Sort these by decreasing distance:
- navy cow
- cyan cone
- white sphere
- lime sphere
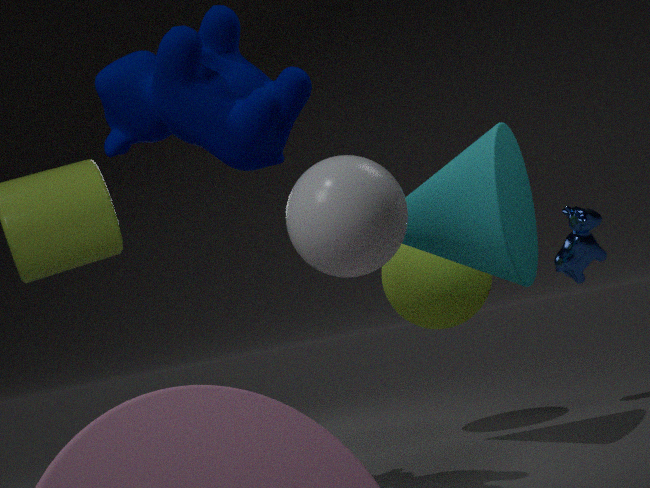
lime sphere
cyan cone
navy cow
white sphere
